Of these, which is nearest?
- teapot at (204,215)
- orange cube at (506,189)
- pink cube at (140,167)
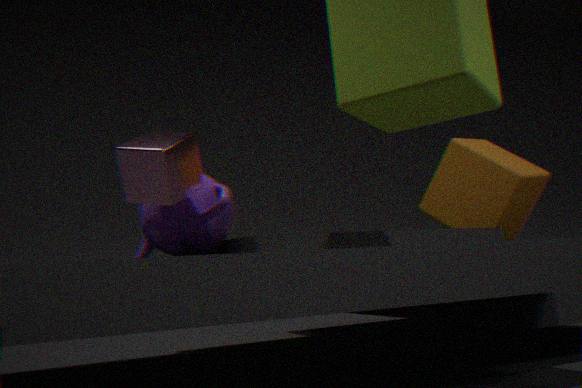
pink cube at (140,167)
